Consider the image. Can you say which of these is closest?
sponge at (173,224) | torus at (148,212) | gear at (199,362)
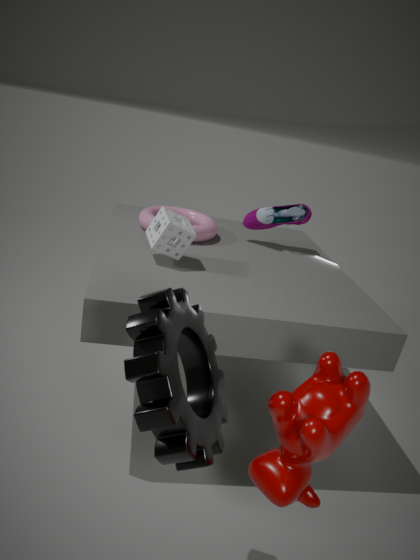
gear at (199,362)
